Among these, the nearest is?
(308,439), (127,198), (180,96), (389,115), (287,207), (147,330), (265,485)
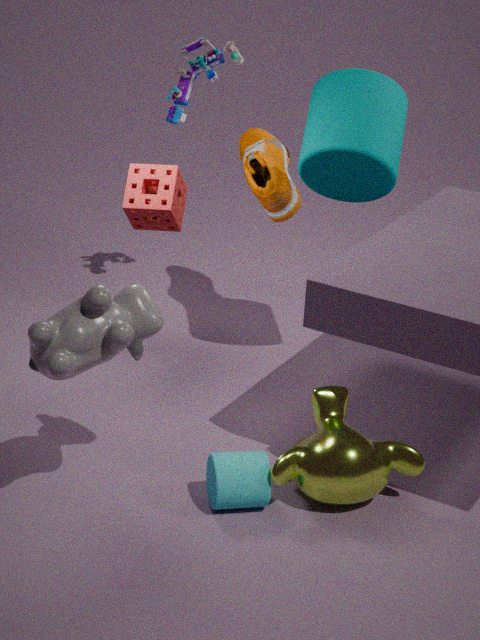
(147,330)
